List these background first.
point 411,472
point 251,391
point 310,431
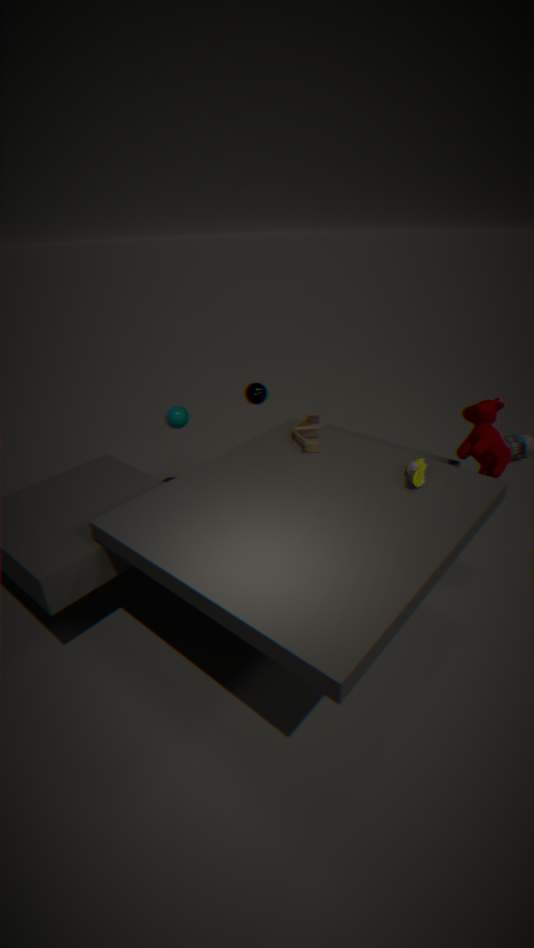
point 251,391 < point 310,431 < point 411,472
